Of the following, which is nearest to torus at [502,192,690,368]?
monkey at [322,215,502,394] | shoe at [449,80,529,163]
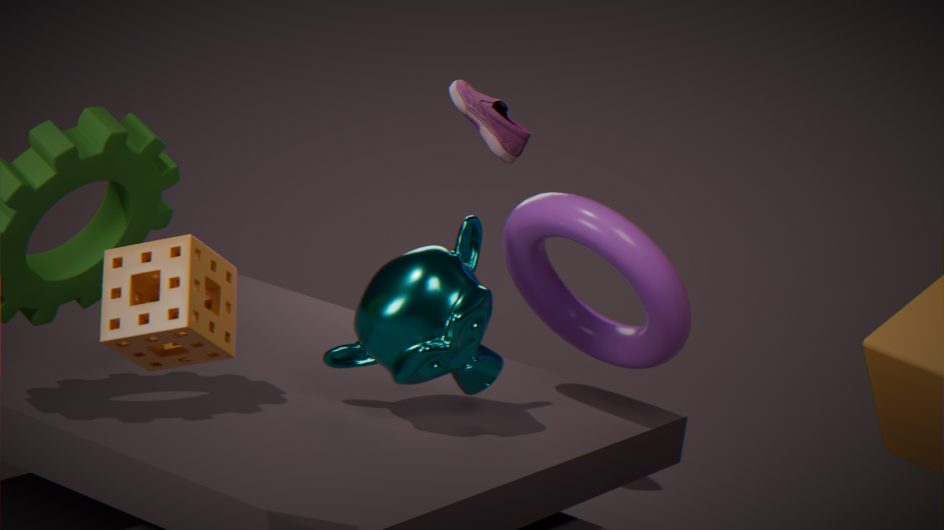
monkey at [322,215,502,394]
